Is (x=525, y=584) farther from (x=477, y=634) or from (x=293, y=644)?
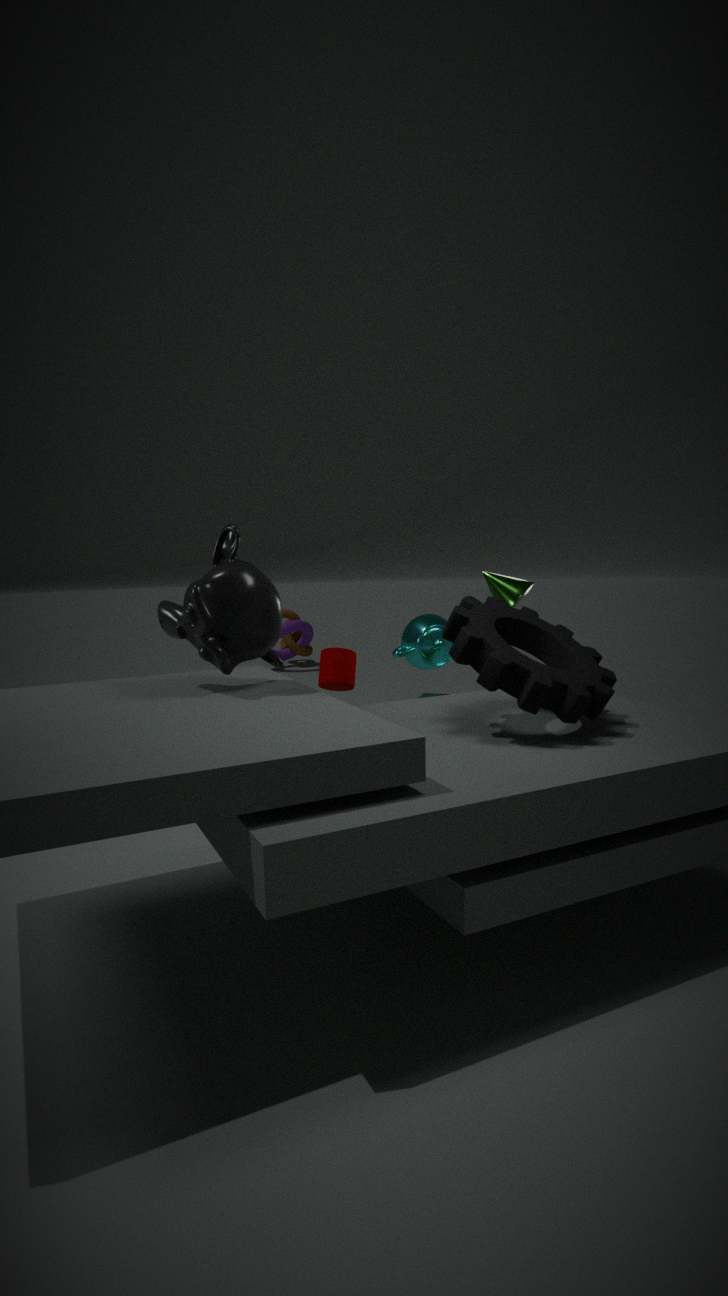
(x=293, y=644)
